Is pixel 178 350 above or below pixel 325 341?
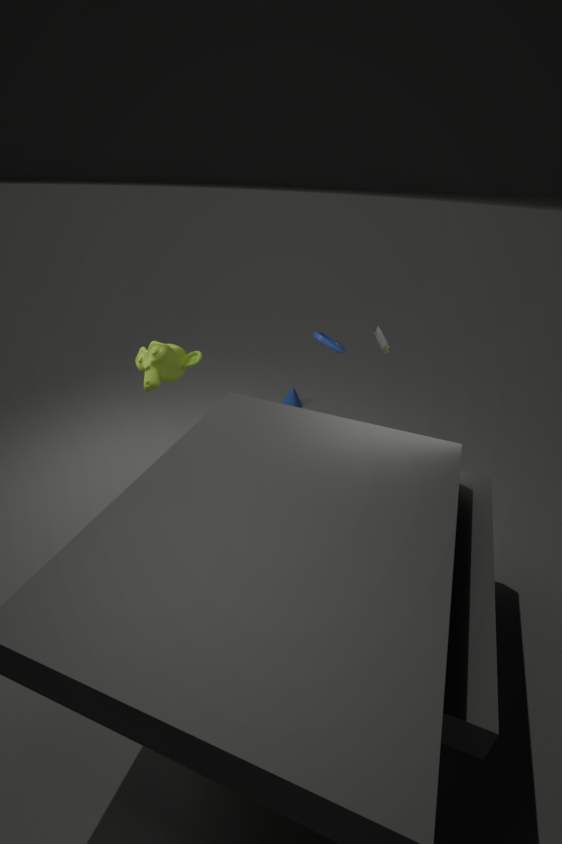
below
